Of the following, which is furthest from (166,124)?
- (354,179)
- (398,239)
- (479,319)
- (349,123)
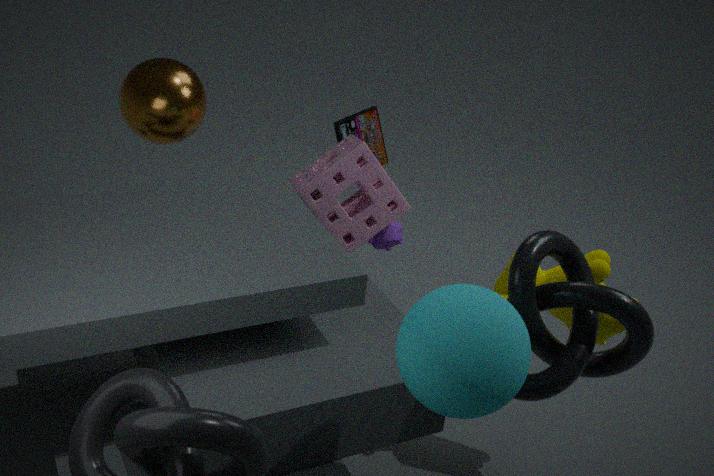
(479,319)
